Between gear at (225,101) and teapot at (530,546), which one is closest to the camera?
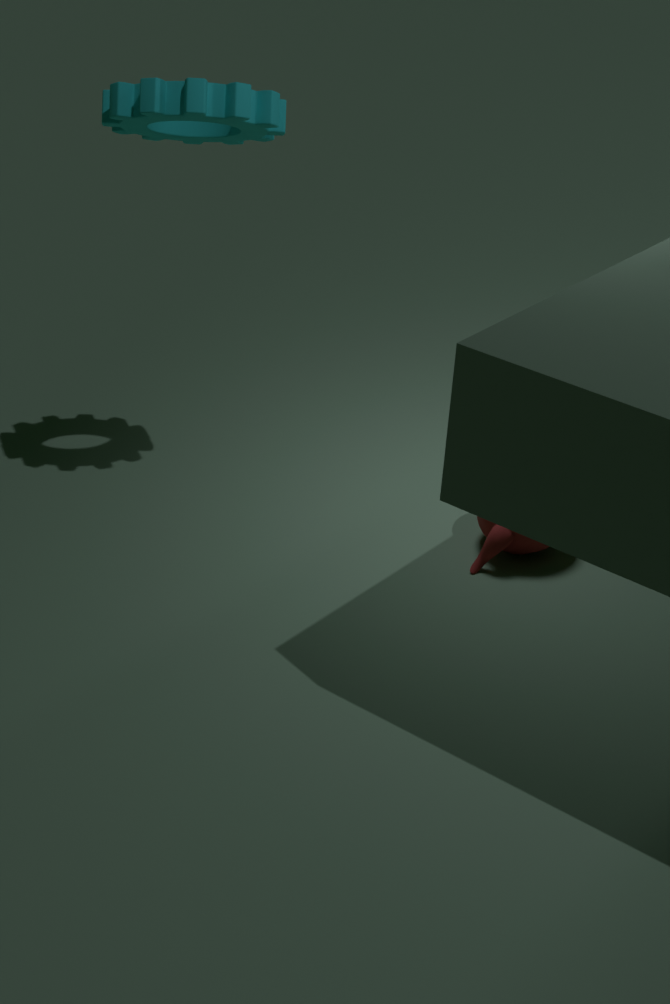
gear at (225,101)
